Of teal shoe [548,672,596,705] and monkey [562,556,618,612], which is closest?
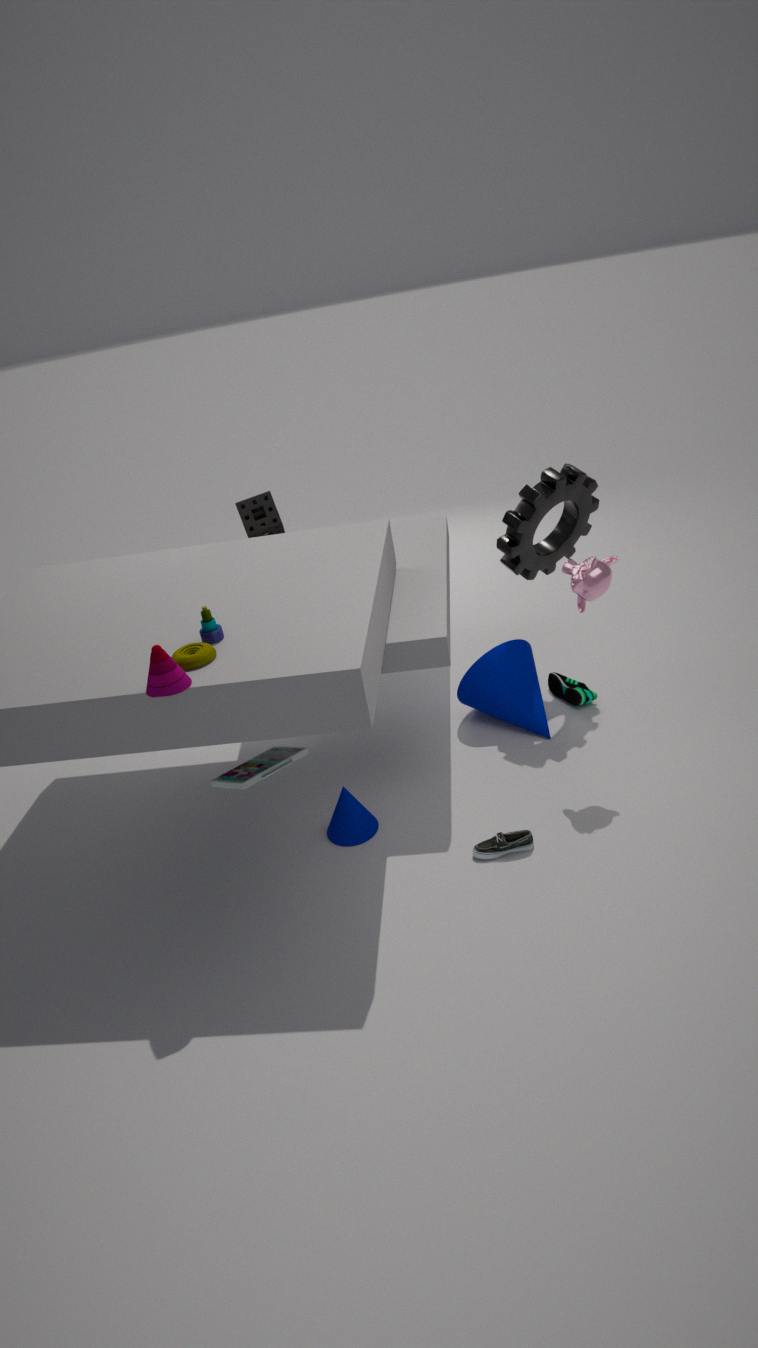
monkey [562,556,618,612]
